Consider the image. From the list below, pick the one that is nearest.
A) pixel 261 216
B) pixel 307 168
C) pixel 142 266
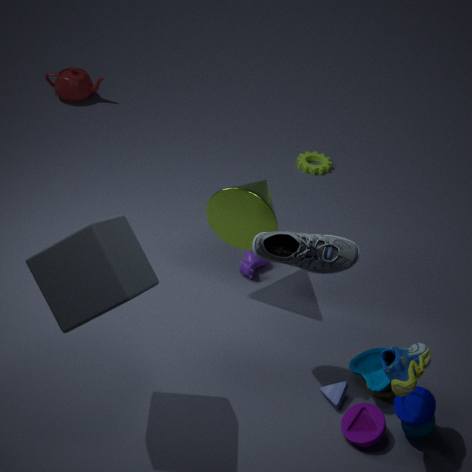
pixel 142 266
